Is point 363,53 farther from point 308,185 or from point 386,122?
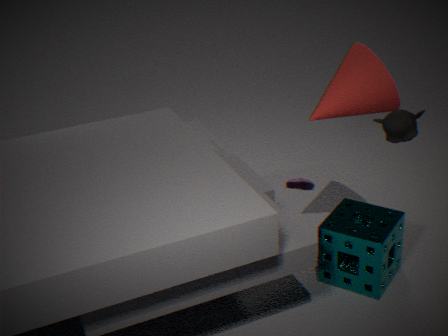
point 308,185
